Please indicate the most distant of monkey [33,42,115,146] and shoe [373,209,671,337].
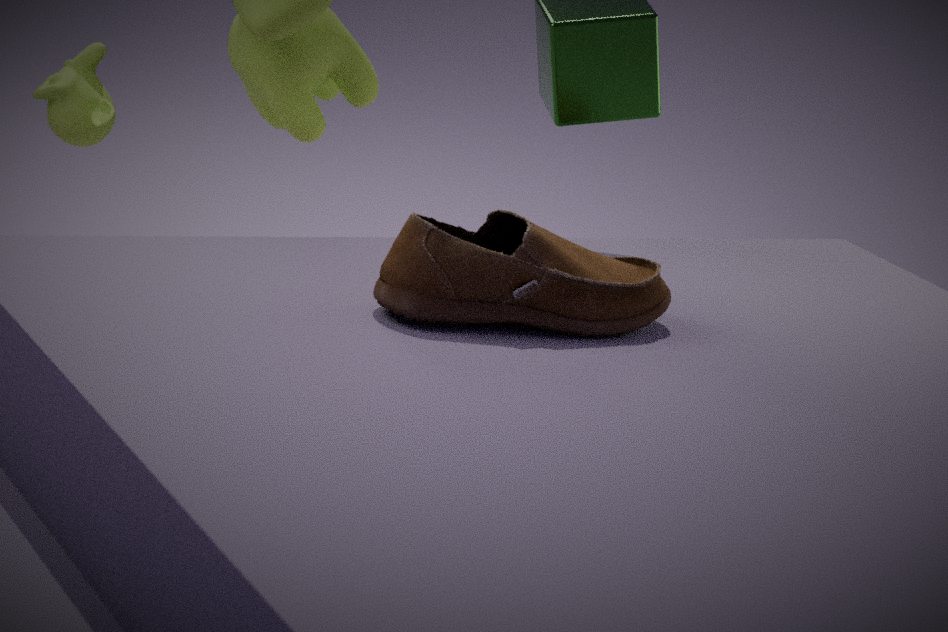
monkey [33,42,115,146]
